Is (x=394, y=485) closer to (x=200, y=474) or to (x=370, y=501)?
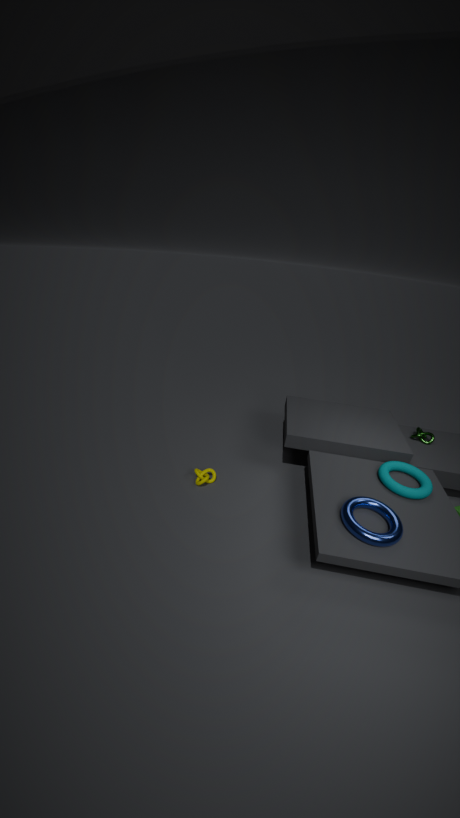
(x=370, y=501)
